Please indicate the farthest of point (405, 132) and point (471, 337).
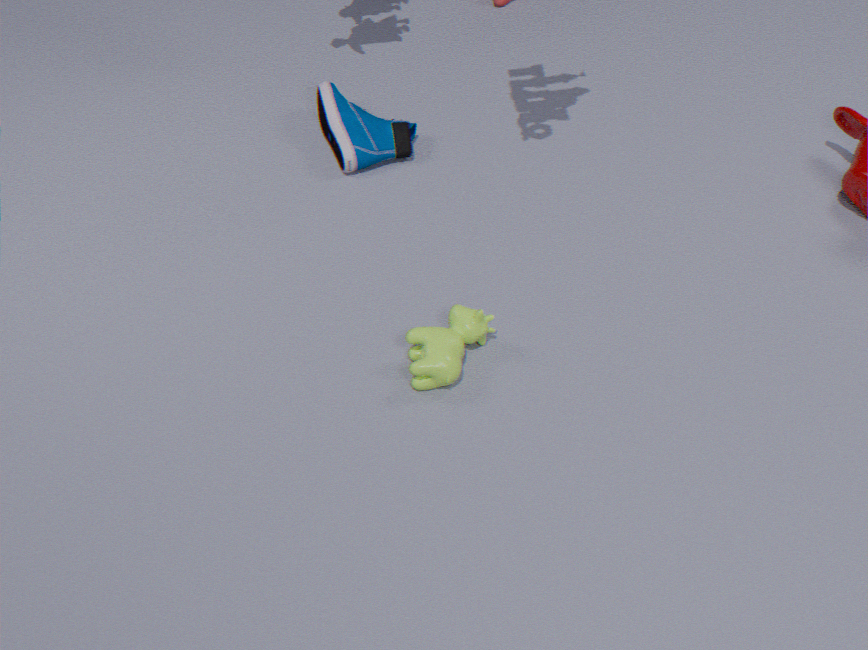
point (405, 132)
